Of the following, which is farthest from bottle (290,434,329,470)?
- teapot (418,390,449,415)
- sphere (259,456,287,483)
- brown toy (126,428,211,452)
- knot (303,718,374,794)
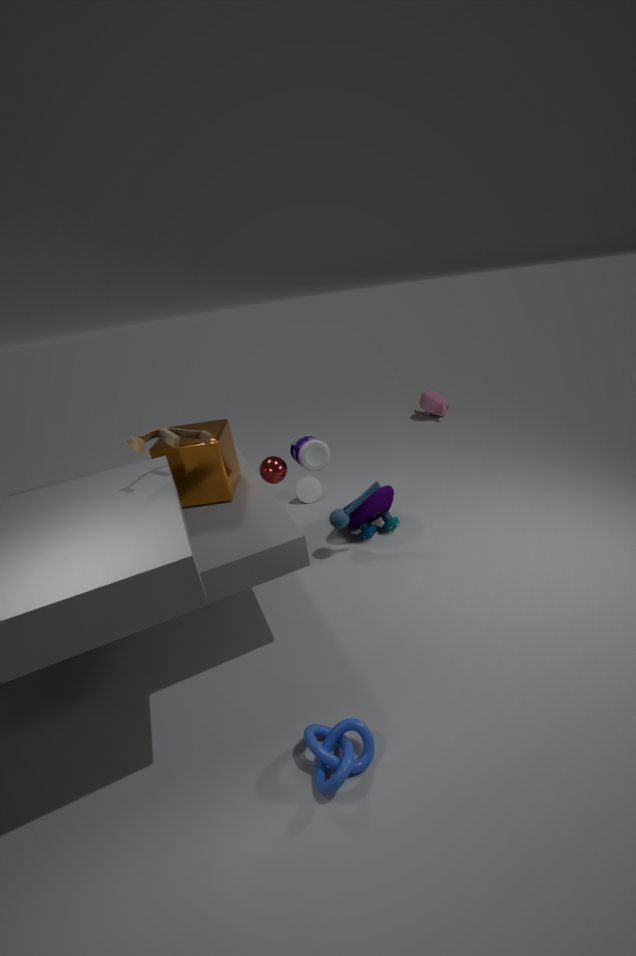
teapot (418,390,449,415)
